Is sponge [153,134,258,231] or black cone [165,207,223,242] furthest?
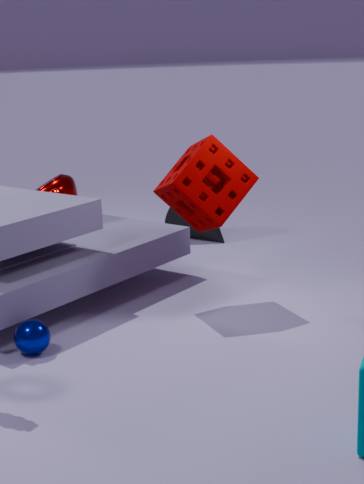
black cone [165,207,223,242]
